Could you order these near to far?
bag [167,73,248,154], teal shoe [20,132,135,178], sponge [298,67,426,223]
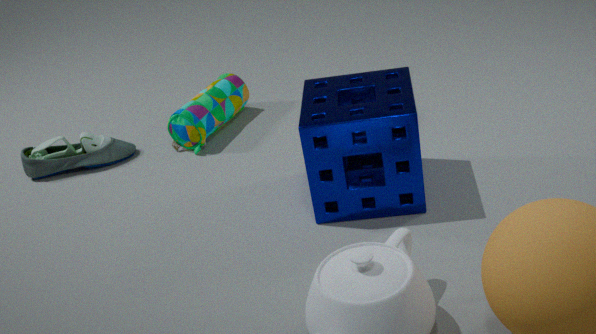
sponge [298,67,426,223]
bag [167,73,248,154]
teal shoe [20,132,135,178]
